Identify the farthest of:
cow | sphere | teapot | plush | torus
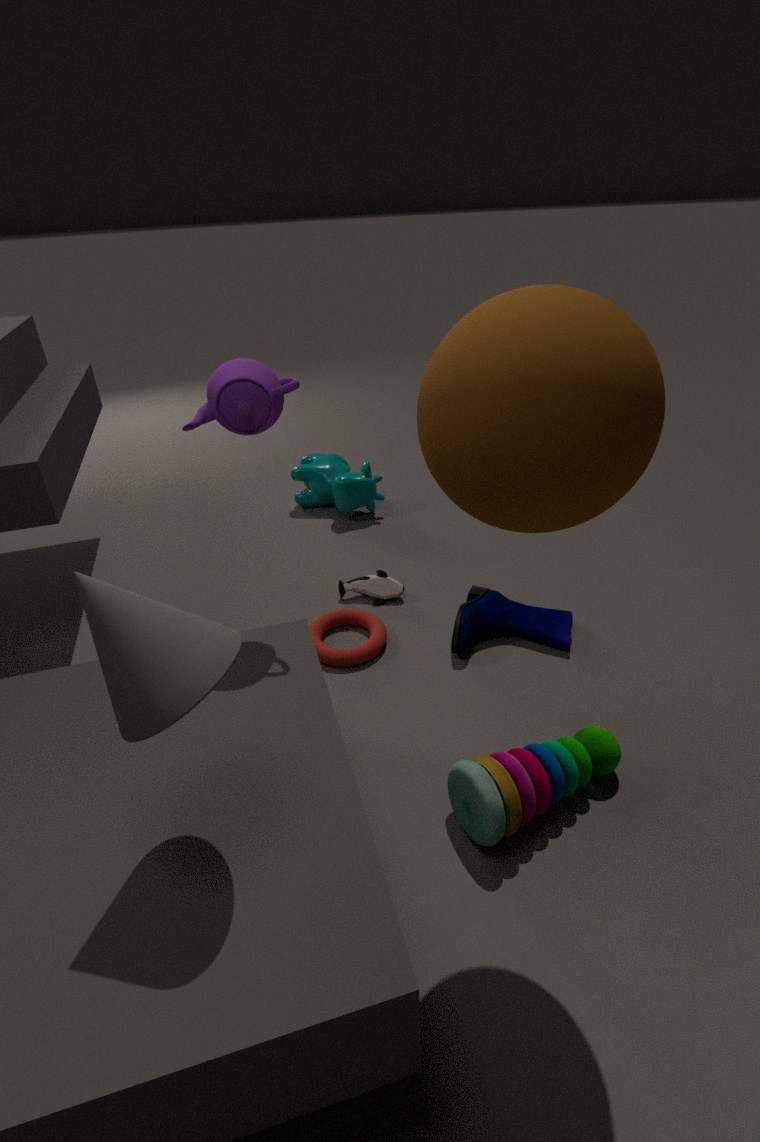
cow
